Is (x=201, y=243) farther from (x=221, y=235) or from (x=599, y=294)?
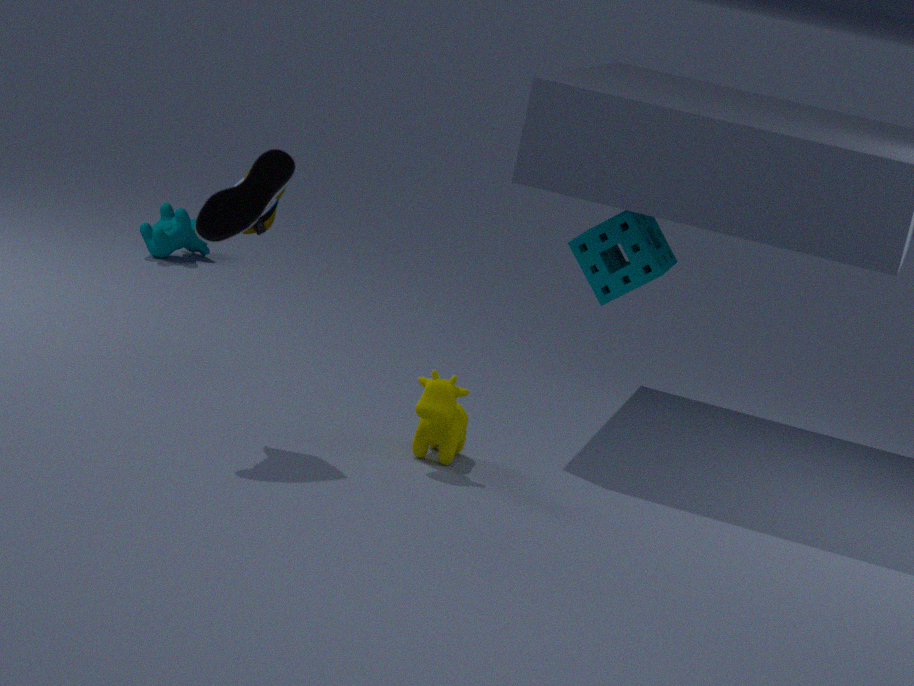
(x=221, y=235)
